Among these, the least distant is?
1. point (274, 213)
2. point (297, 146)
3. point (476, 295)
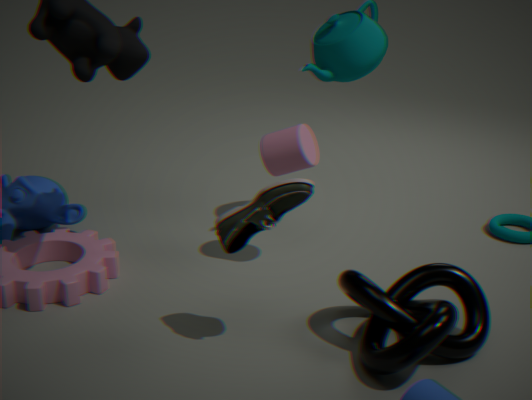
point (274, 213)
